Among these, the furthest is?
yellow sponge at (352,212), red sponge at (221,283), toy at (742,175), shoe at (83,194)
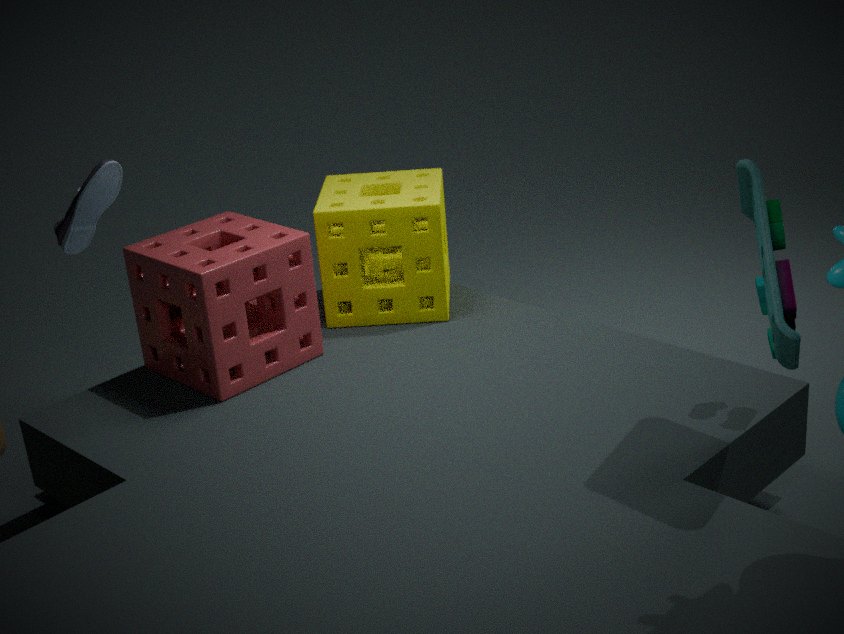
yellow sponge at (352,212)
